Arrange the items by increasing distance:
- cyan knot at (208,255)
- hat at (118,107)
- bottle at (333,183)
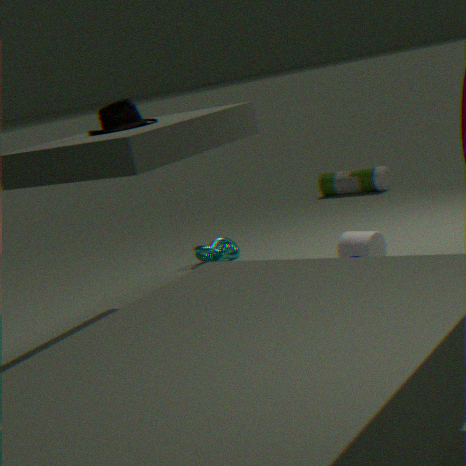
1. hat at (118,107)
2. cyan knot at (208,255)
3. bottle at (333,183)
